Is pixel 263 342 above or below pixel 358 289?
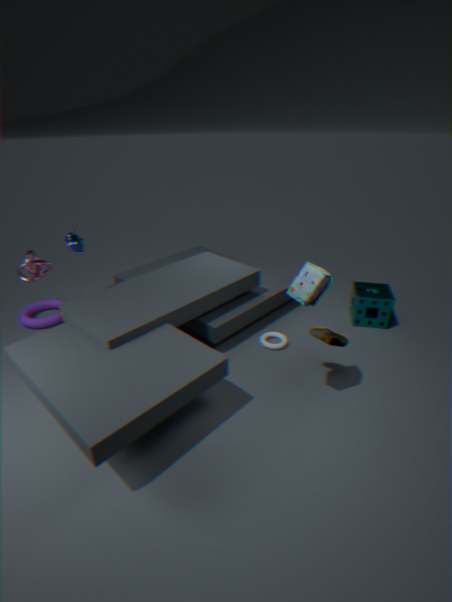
below
